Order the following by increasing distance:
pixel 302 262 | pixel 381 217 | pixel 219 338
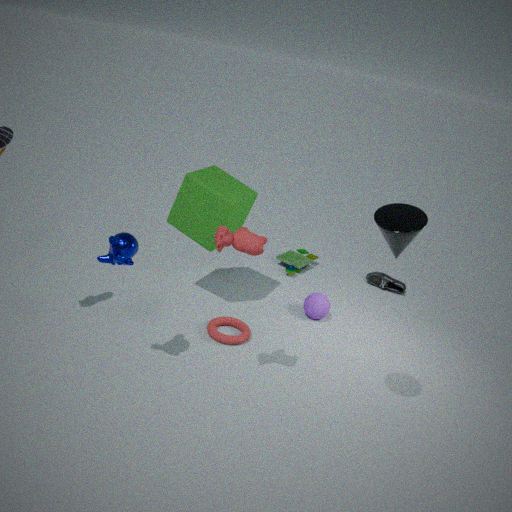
pixel 381 217
pixel 219 338
pixel 302 262
